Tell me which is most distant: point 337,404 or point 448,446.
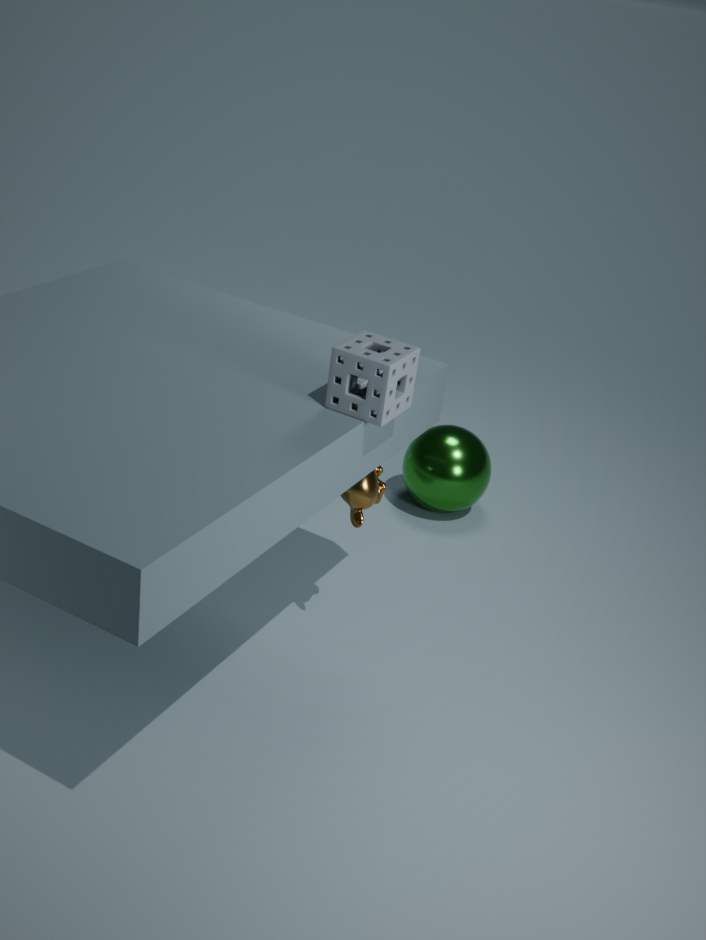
point 448,446
